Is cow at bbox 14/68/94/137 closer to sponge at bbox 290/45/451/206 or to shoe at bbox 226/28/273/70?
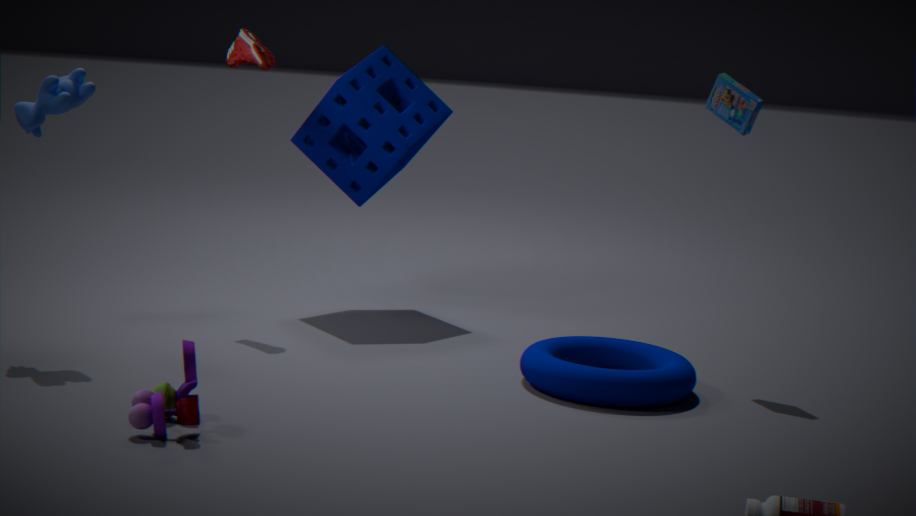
shoe at bbox 226/28/273/70
